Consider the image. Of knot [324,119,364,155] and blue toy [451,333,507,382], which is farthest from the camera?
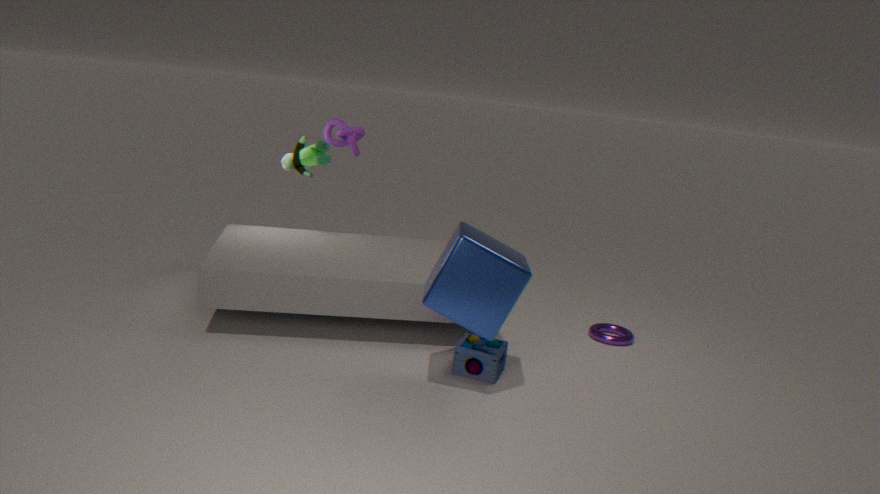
knot [324,119,364,155]
